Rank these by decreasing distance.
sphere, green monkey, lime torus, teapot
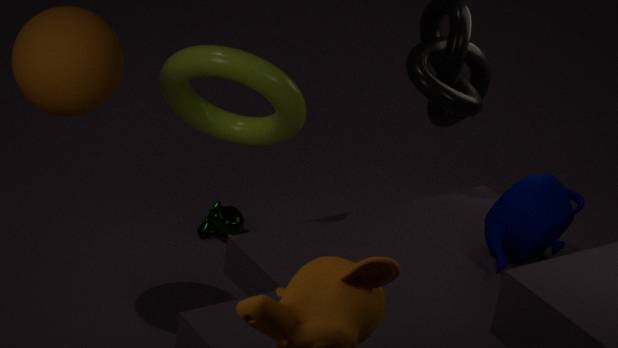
green monkey < teapot < lime torus < sphere
